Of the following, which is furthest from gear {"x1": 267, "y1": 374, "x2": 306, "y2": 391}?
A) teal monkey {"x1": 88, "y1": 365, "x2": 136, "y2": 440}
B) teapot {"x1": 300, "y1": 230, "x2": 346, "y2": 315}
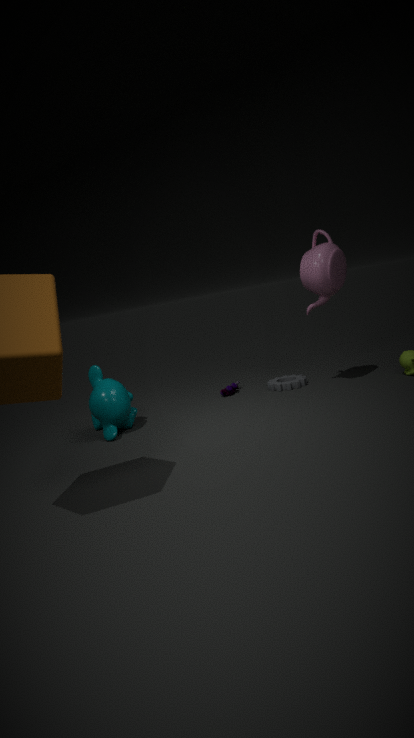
teal monkey {"x1": 88, "y1": 365, "x2": 136, "y2": 440}
